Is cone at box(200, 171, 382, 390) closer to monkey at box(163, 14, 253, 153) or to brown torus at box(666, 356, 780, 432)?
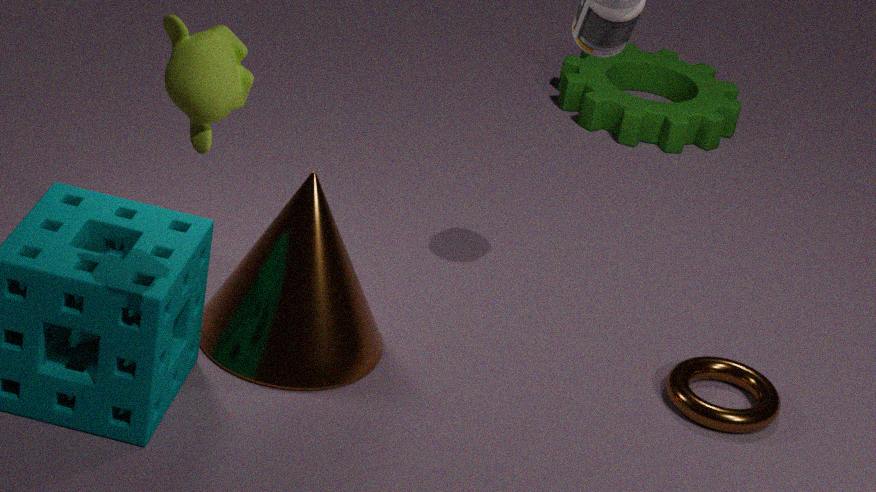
brown torus at box(666, 356, 780, 432)
